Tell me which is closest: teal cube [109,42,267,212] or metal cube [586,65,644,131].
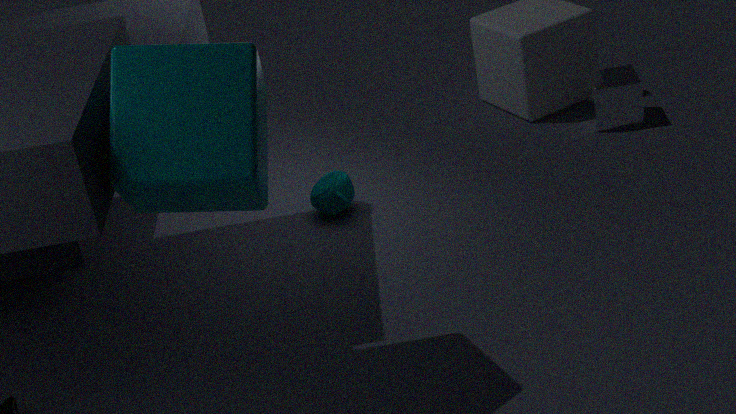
teal cube [109,42,267,212]
